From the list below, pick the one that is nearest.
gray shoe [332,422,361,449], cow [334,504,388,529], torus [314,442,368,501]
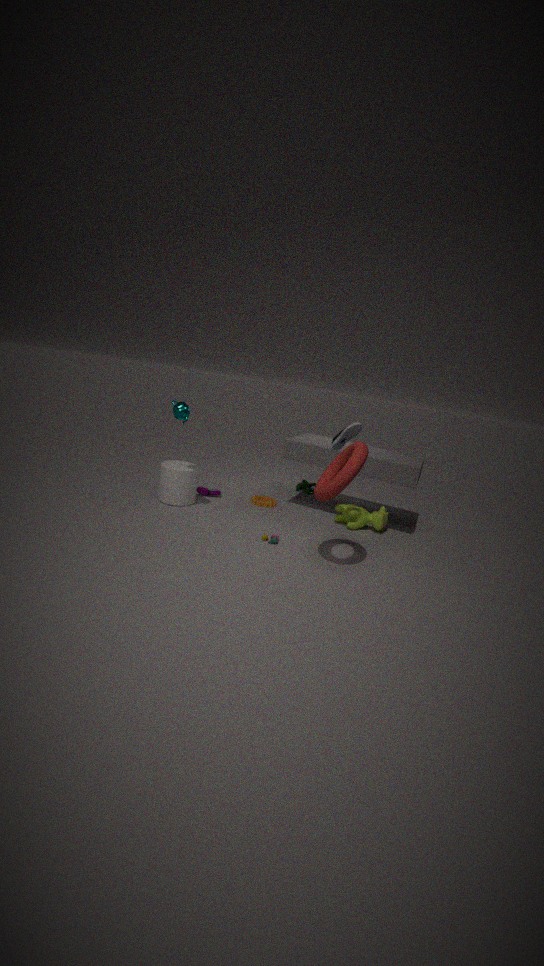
torus [314,442,368,501]
